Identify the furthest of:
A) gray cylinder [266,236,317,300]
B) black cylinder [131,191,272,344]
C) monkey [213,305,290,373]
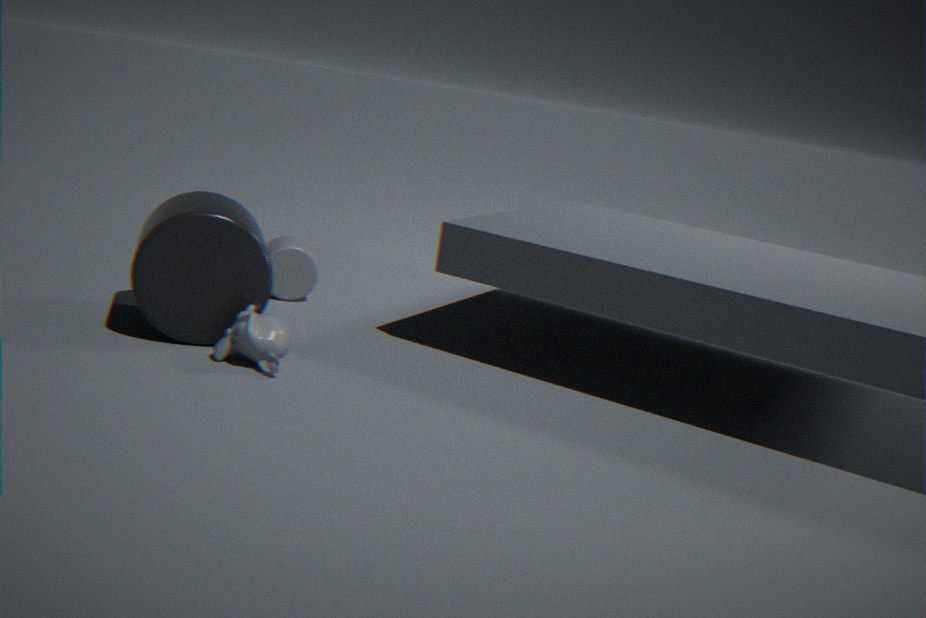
gray cylinder [266,236,317,300]
